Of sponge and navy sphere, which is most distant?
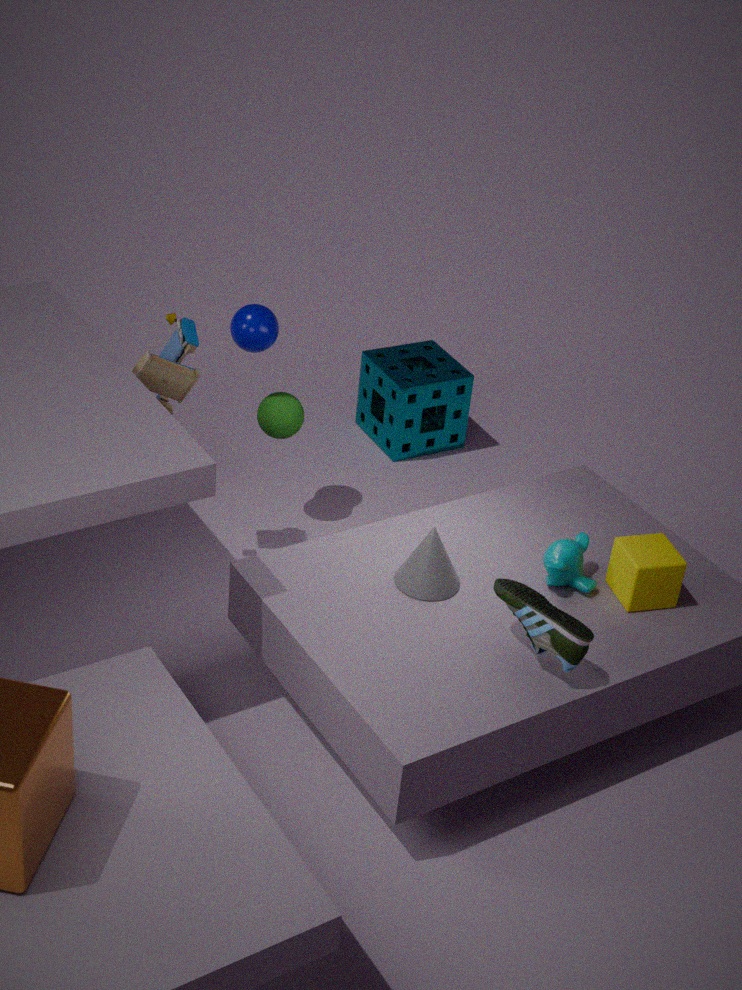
sponge
